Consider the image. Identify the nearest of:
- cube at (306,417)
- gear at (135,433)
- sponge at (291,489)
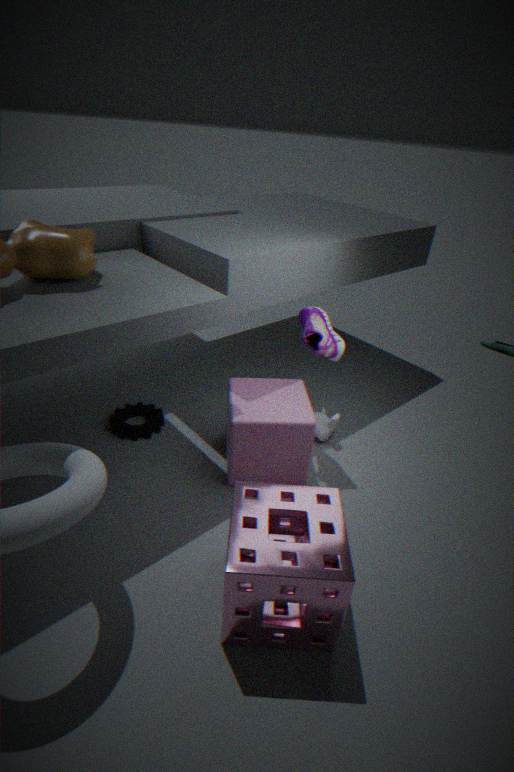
sponge at (291,489)
